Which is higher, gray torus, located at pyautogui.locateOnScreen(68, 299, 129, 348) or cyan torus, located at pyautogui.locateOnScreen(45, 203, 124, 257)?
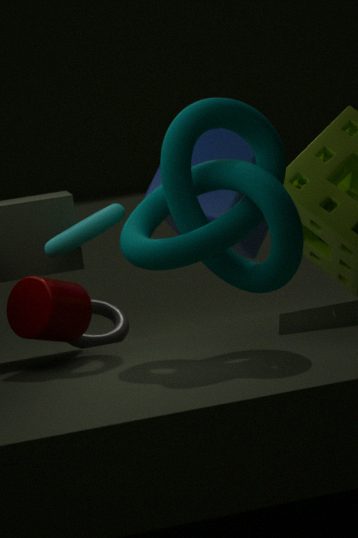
cyan torus, located at pyautogui.locateOnScreen(45, 203, 124, 257)
